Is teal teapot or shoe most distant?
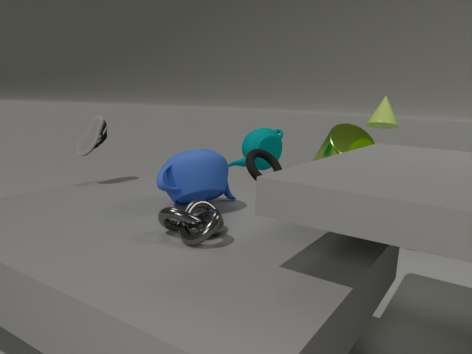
teal teapot
